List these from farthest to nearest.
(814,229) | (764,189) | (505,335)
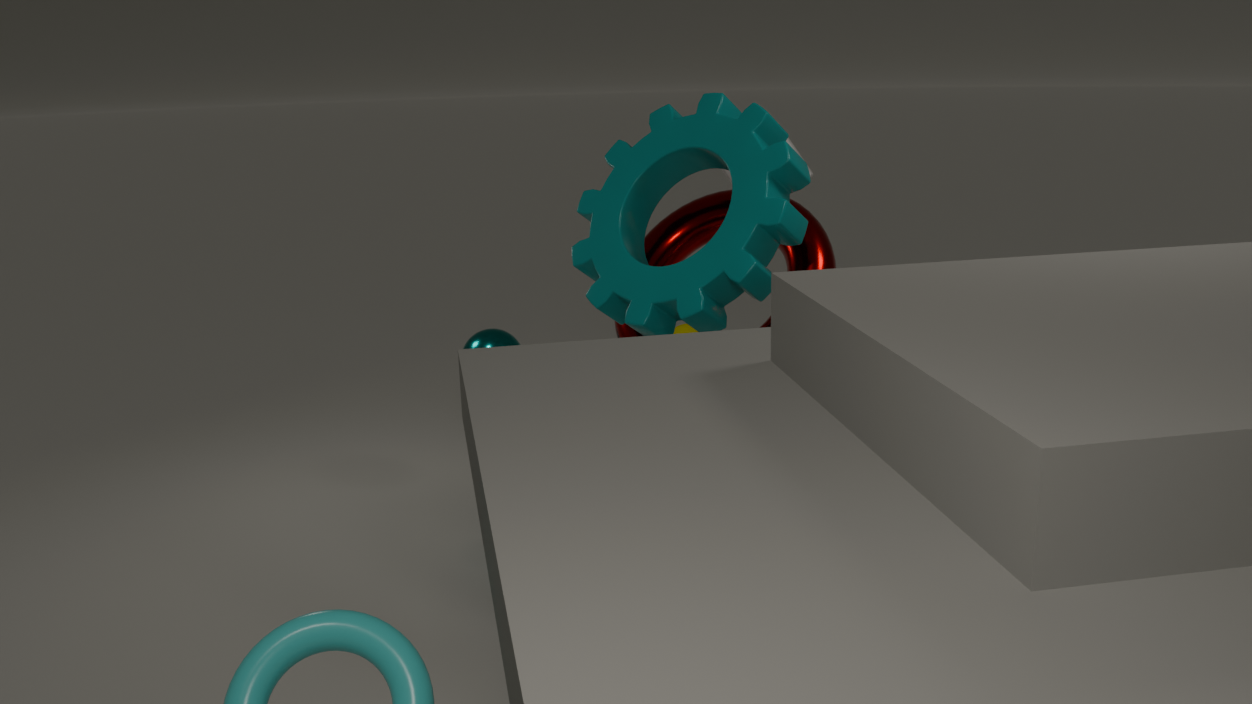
(505,335) < (814,229) < (764,189)
